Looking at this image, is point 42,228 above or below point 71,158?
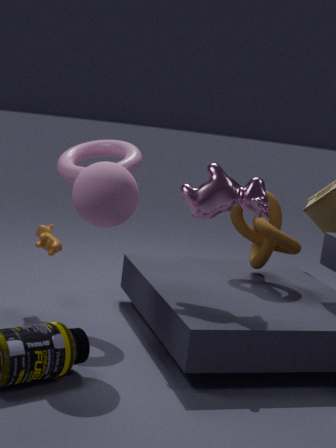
below
